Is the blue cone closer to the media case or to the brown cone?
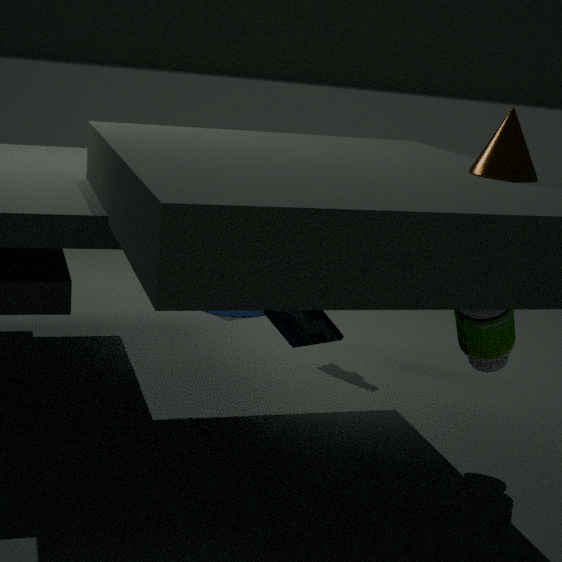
the media case
